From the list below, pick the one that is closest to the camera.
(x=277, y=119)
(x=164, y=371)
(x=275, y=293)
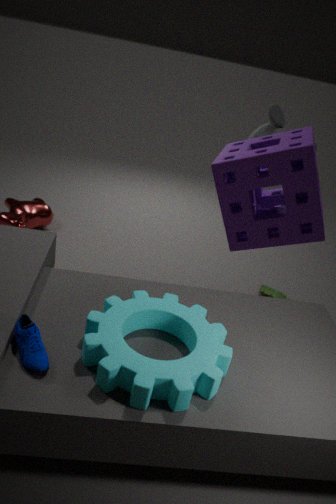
(x=164, y=371)
